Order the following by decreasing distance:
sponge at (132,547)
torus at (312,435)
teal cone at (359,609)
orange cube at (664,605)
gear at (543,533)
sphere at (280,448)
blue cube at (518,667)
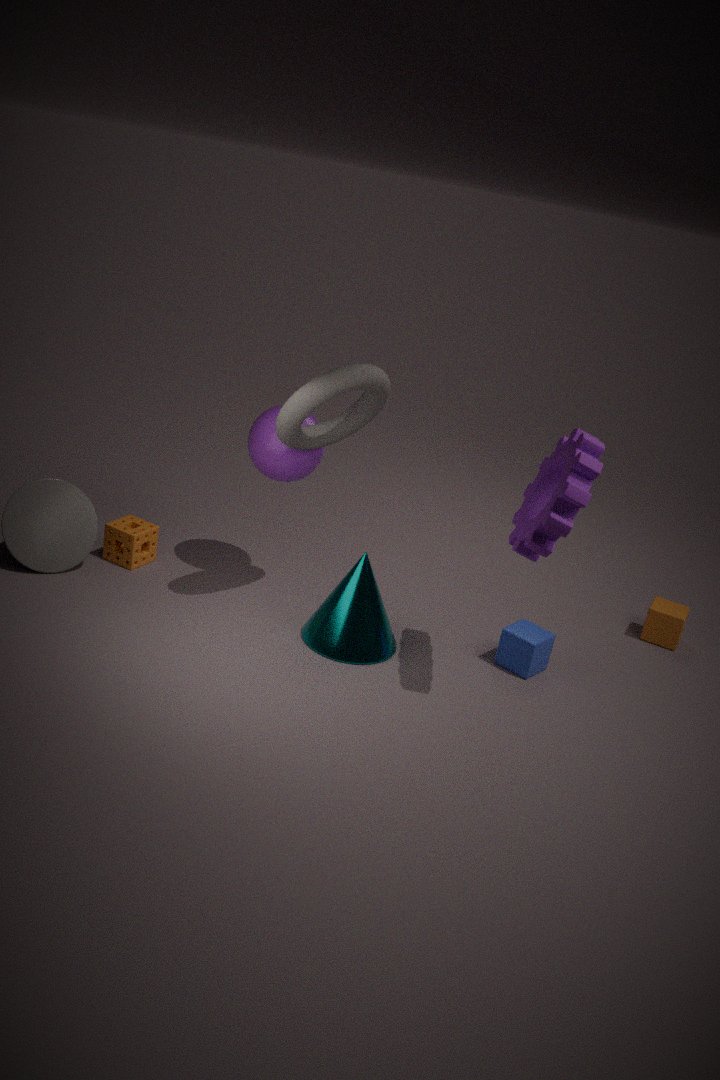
orange cube at (664,605) < sponge at (132,547) < sphere at (280,448) < blue cube at (518,667) < teal cone at (359,609) < torus at (312,435) < gear at (543,533)
